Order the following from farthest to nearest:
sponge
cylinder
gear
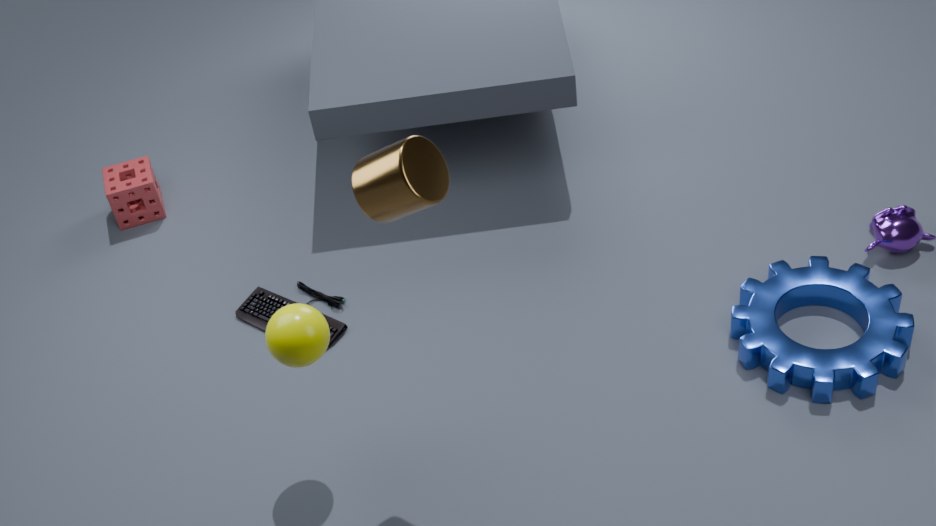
sponge < gear < cylinder
